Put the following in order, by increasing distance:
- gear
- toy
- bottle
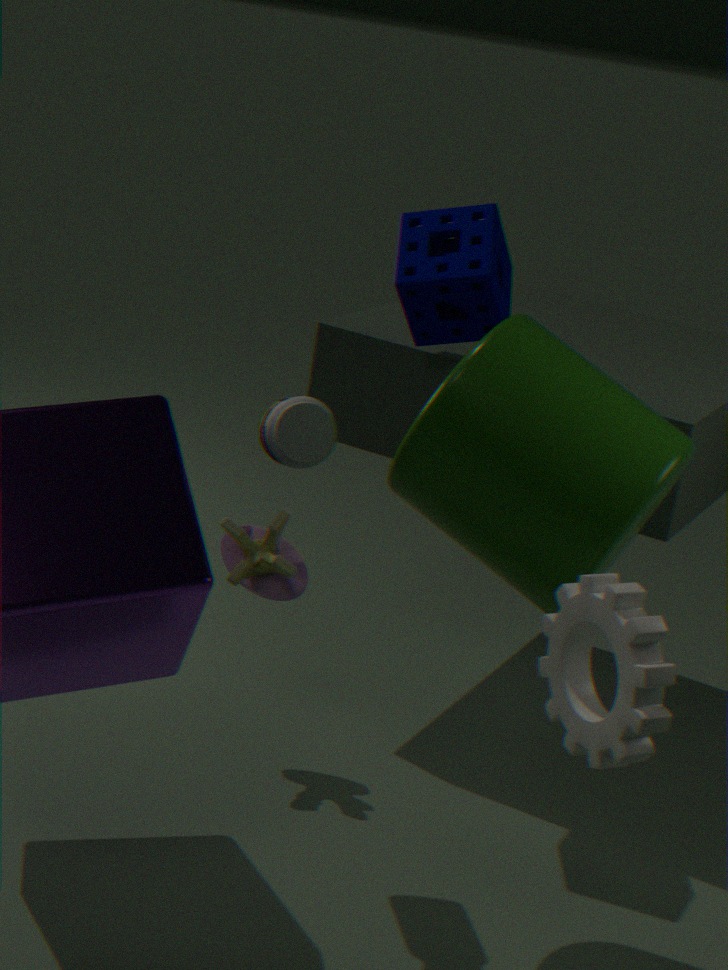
1. gear
2. bottle
3. toy
